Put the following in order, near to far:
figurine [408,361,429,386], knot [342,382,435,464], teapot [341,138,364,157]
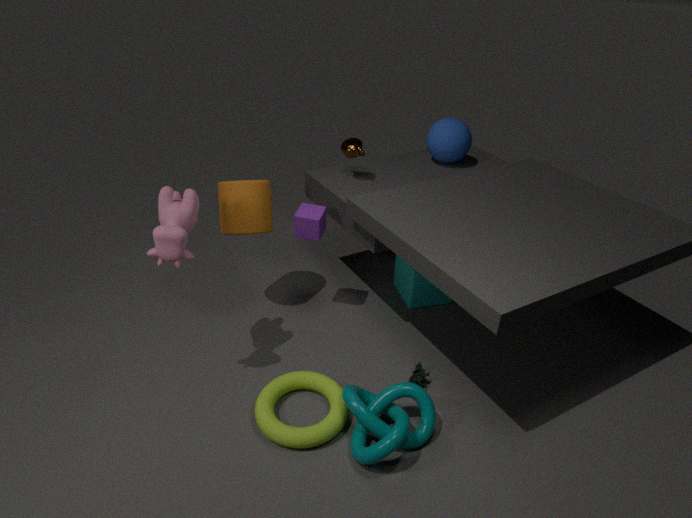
1. knot [342,382,435,464]
2. figurine [408,361,429,386]
3. teapot [341,138,364,157]
